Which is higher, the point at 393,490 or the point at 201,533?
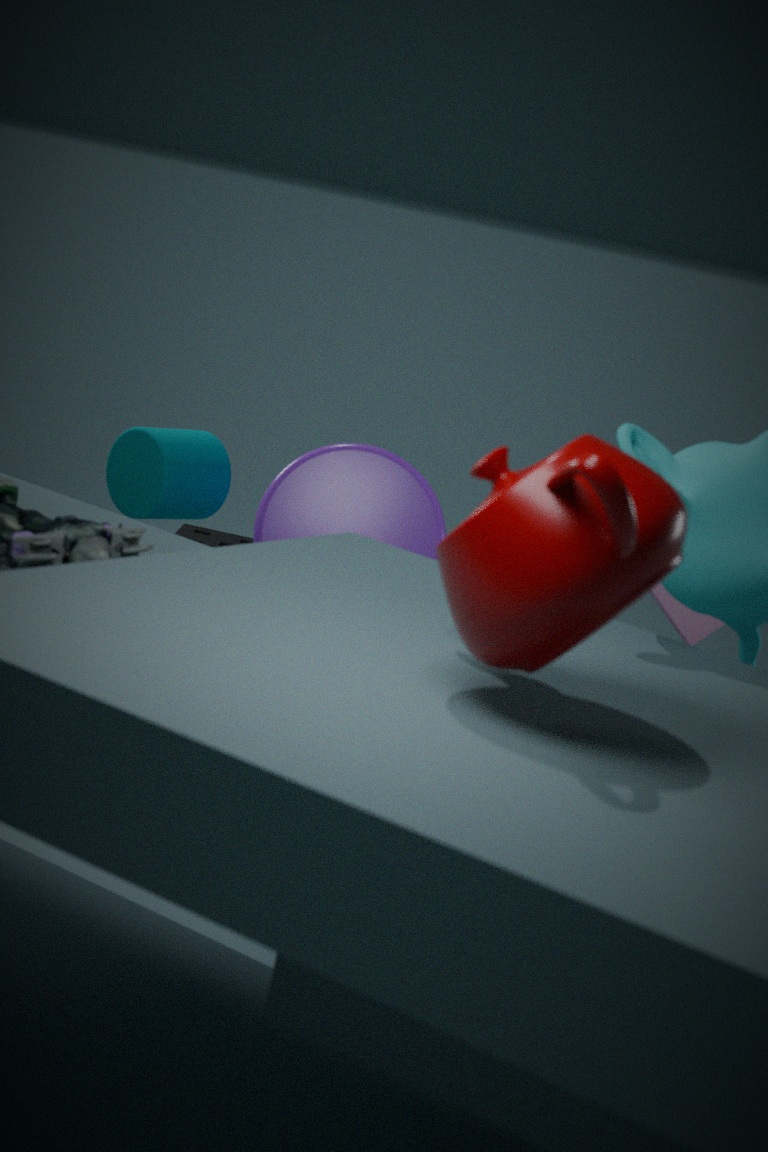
the point at 393,490
